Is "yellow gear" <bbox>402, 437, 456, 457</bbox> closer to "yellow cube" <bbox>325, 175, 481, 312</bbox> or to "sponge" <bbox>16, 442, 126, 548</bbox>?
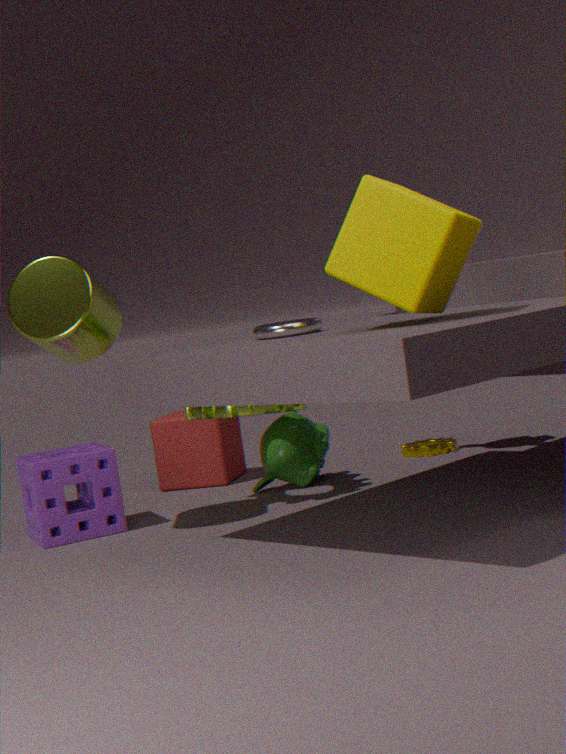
"sponge" <bbox>16, 442, 126, 548</bbox>
